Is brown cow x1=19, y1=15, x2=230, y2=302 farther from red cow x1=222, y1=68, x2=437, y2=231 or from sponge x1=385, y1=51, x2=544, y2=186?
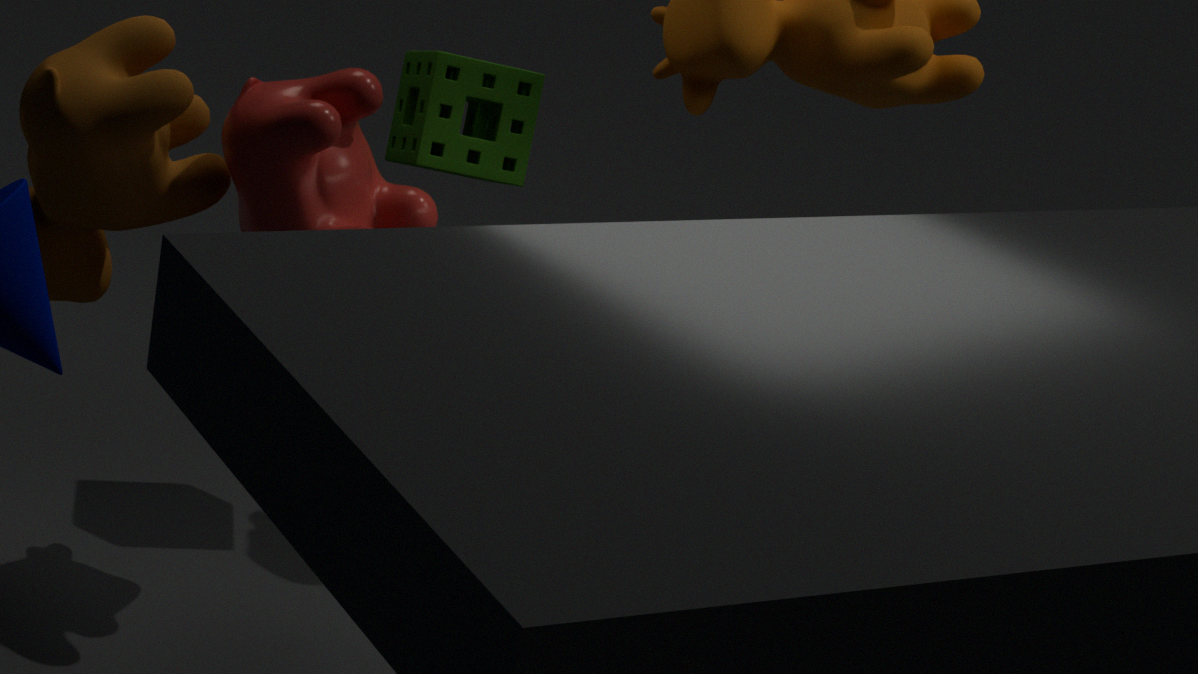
sponge x1=385, y1=51, x2=544, y2=186
